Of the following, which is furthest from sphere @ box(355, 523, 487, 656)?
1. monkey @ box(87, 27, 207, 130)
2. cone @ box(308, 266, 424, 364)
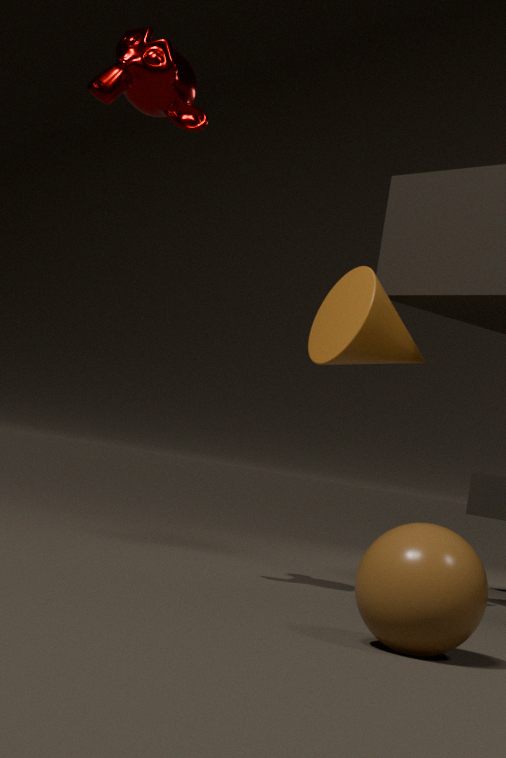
monkey @ box(87, 27, 207, 130)
